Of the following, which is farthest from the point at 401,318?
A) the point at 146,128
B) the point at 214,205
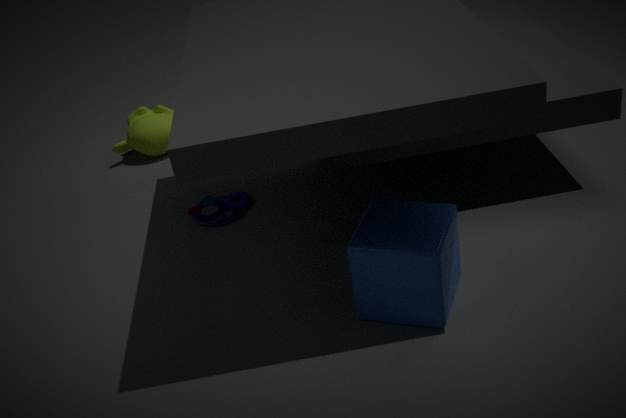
the point at 146,128
